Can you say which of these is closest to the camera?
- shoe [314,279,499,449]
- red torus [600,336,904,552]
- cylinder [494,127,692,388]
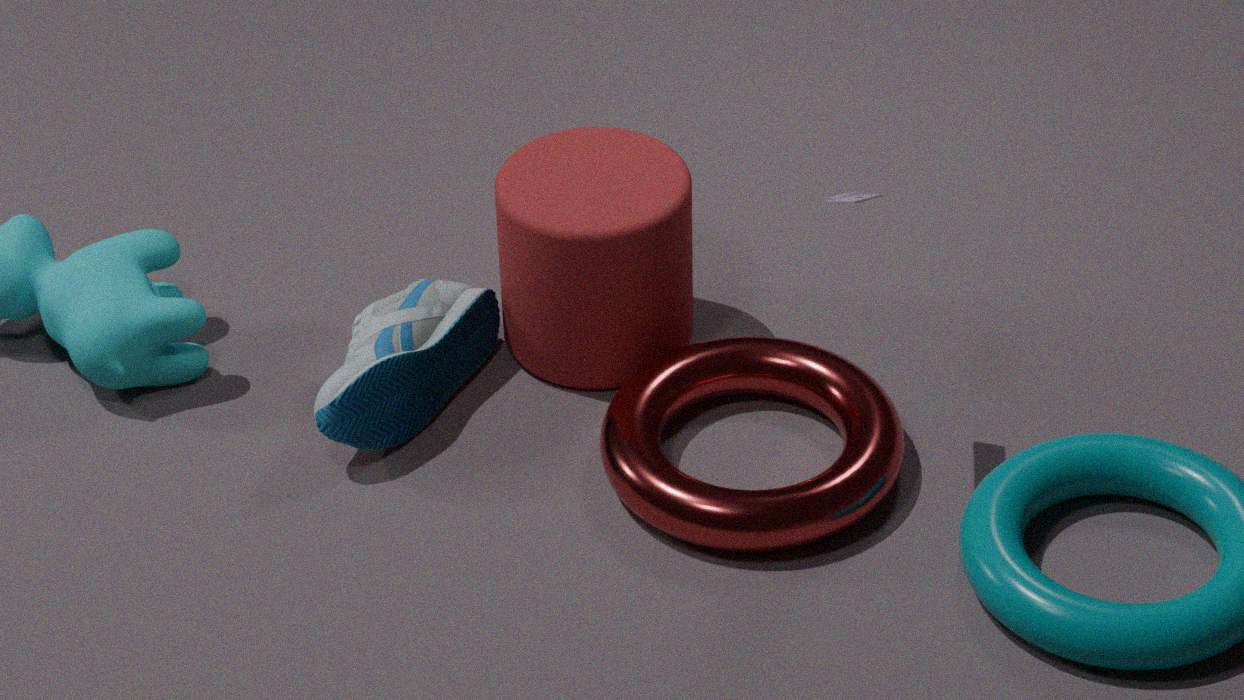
red torus [600,336,904,552]
